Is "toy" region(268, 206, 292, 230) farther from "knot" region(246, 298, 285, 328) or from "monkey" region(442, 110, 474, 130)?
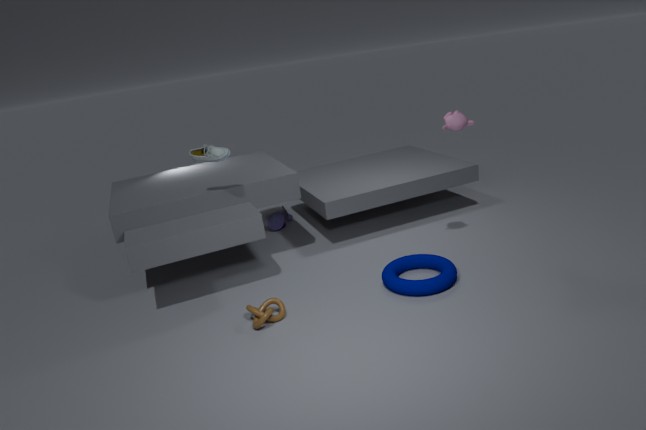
"monkey" region(442, 110, 474, 130)
